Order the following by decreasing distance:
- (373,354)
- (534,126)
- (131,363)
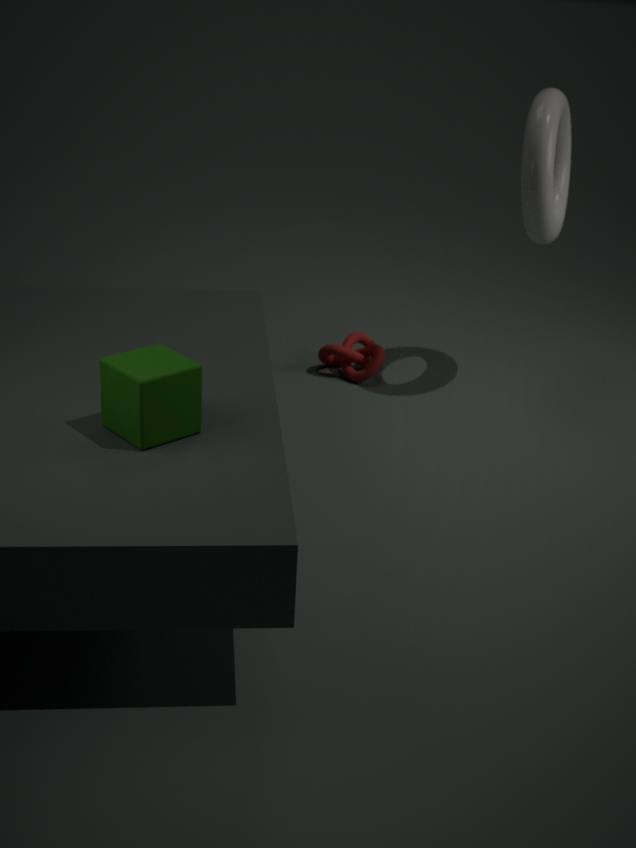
1. (373,354)
2. (534,126)
3. (131,363)
